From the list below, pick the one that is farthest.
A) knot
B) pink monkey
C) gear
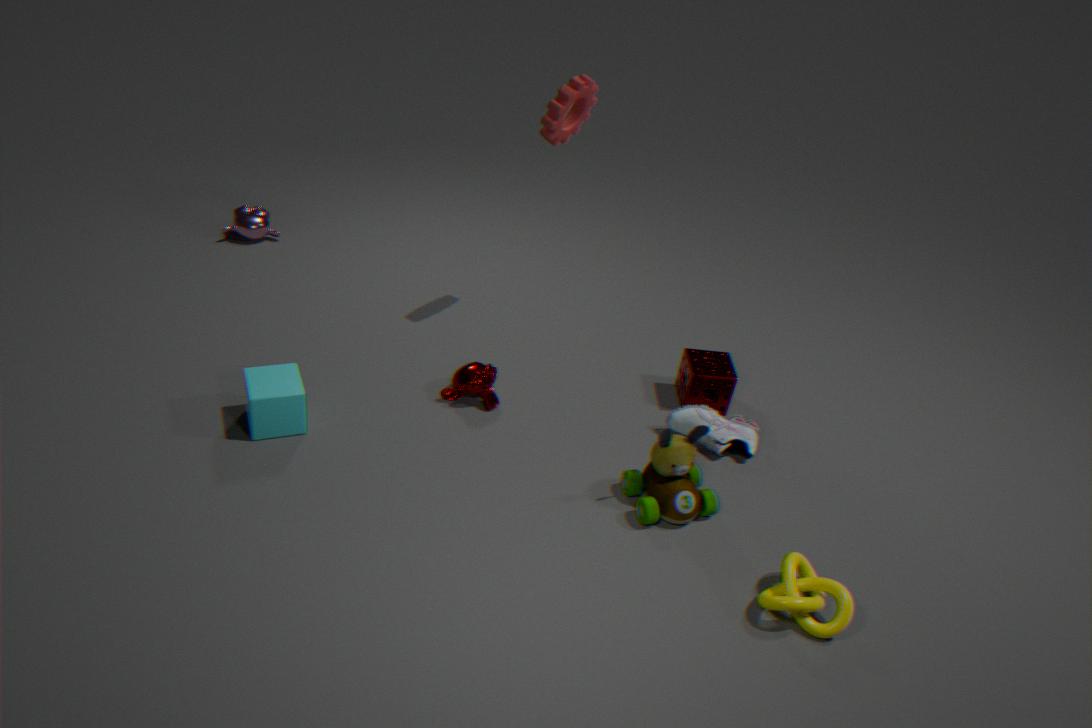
pink monkey
